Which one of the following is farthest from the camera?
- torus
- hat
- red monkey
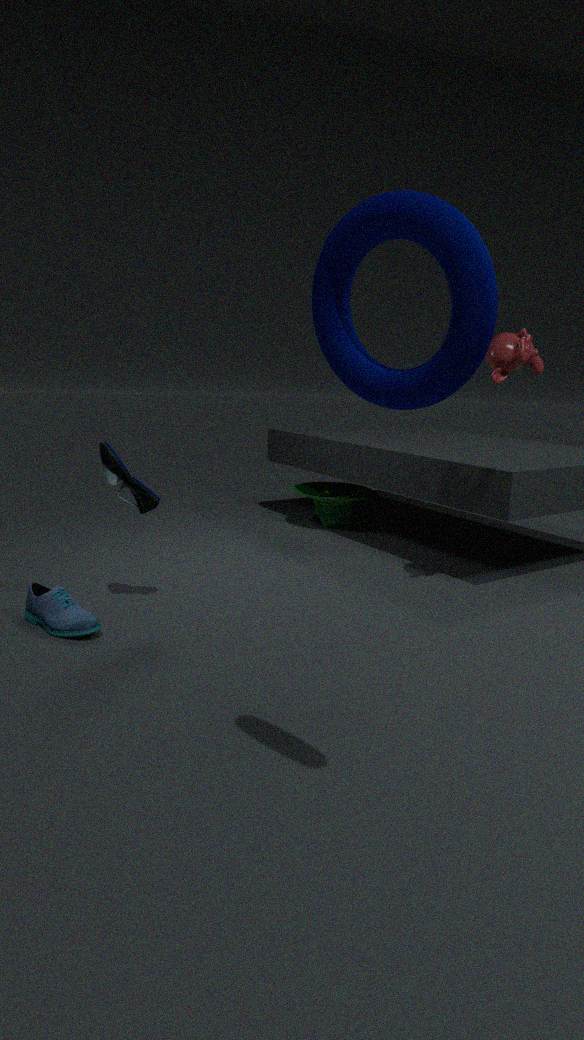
hat
